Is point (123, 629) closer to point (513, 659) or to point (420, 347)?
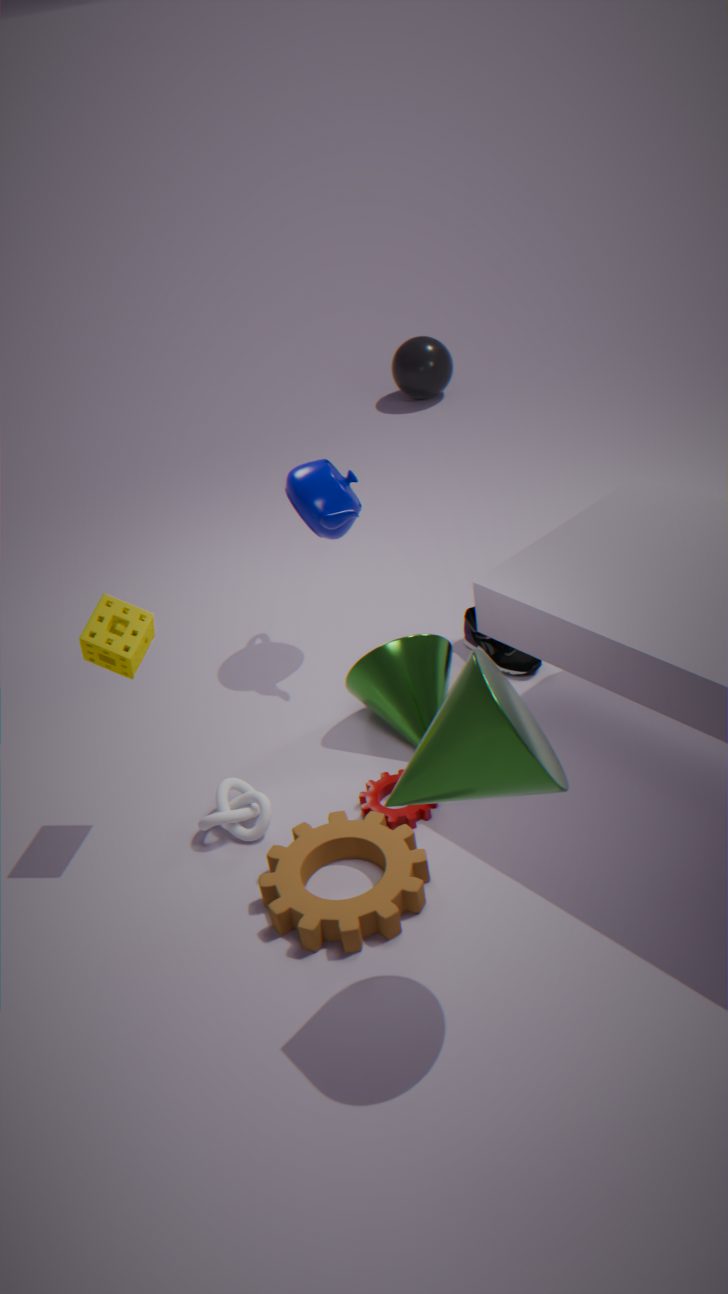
point (513, 659)
